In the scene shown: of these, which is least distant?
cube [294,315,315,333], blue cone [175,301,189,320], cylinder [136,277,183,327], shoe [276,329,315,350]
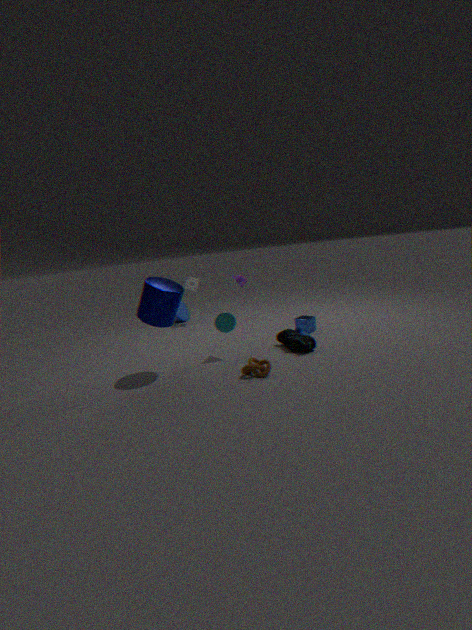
cylinder [136,277,183,327]
